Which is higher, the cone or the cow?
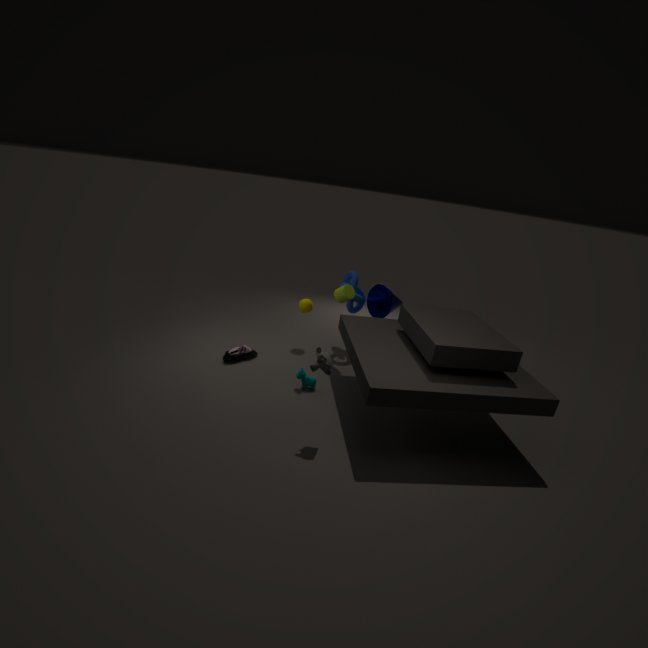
the cone
